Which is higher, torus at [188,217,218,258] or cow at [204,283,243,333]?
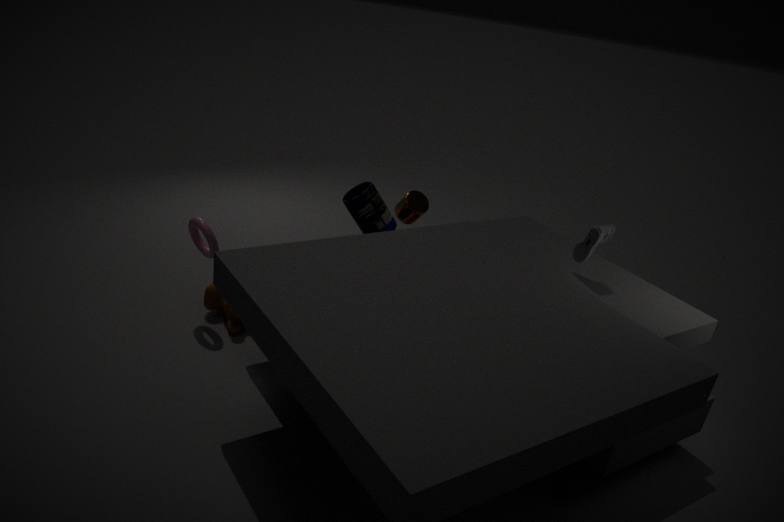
torus at [188,217,218,258]
